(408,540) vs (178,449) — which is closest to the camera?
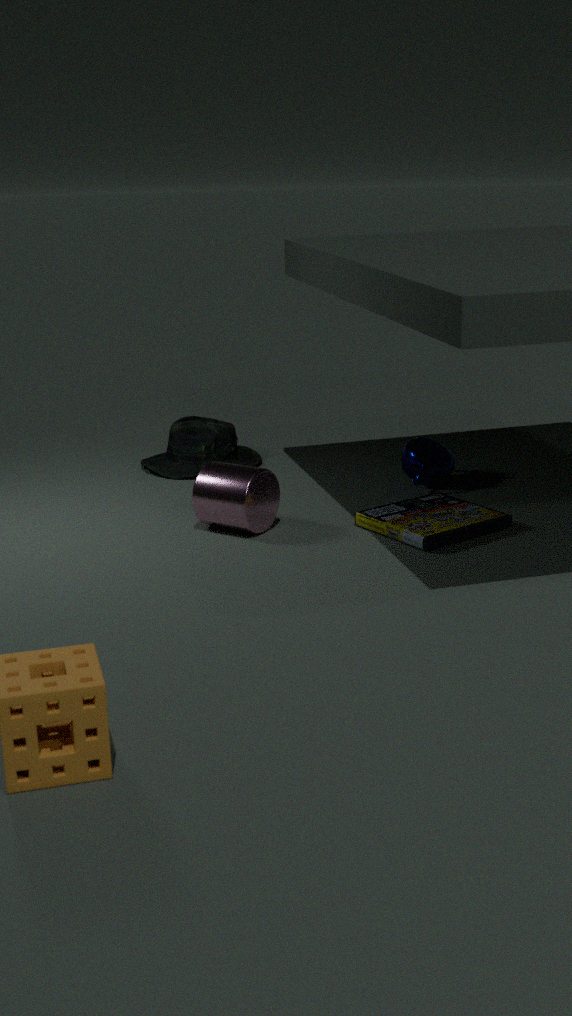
(408,540)
